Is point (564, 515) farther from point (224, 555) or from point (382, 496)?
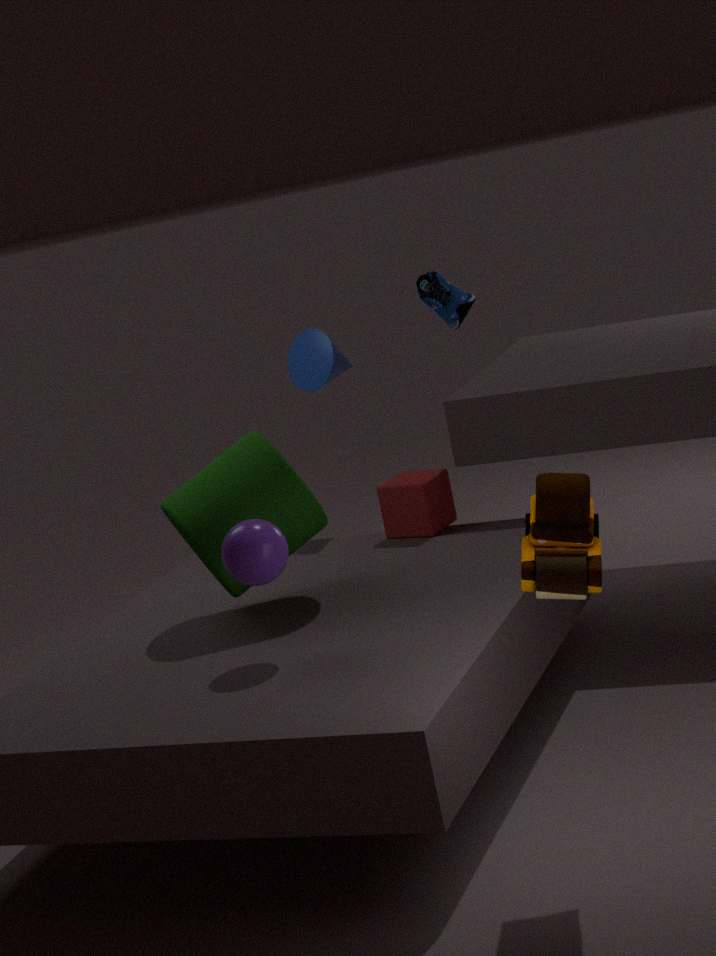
point (382, 496)
